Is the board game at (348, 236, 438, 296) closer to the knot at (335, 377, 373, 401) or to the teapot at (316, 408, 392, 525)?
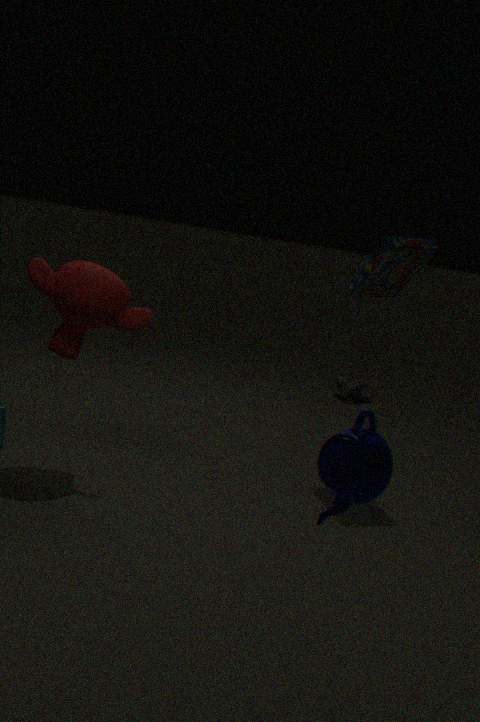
the knot at (335, 377, 373, 401)
